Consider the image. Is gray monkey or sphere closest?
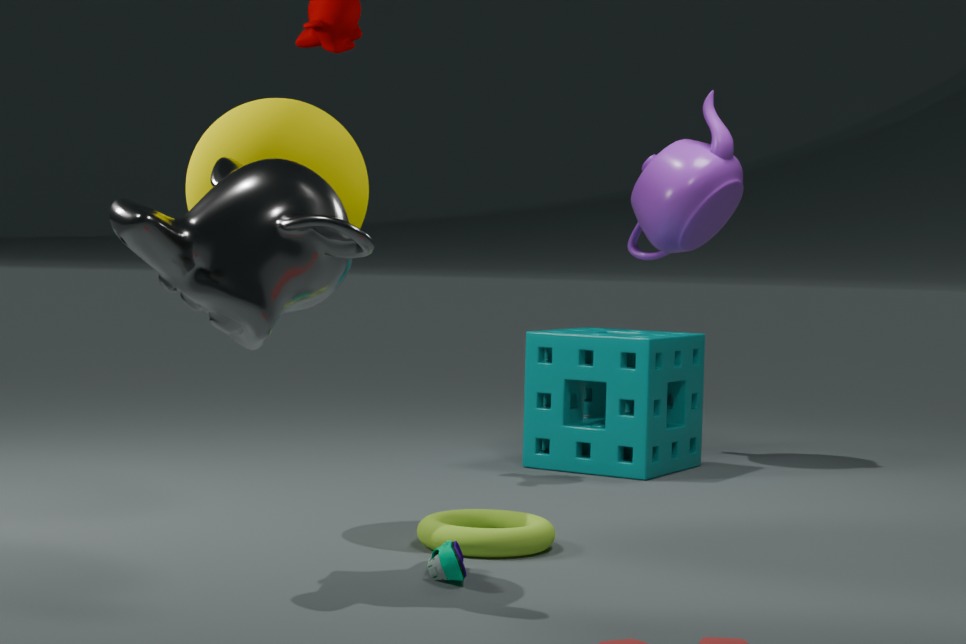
gray monkey
